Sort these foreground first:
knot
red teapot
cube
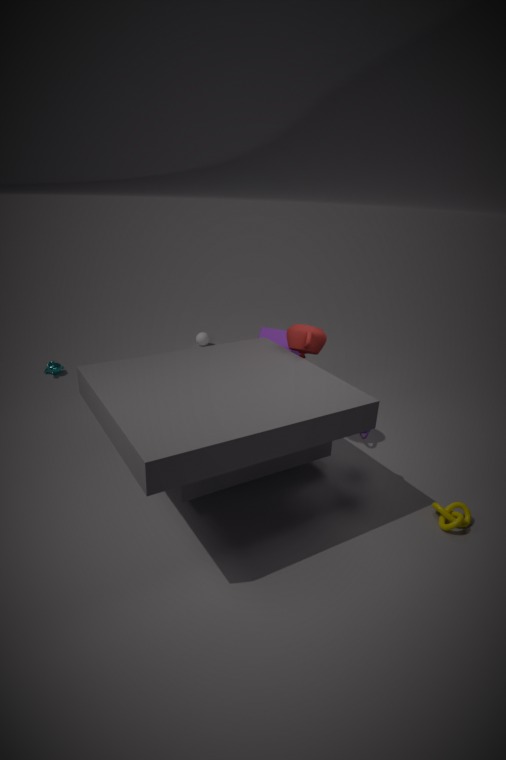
knot, red teapot, cube
